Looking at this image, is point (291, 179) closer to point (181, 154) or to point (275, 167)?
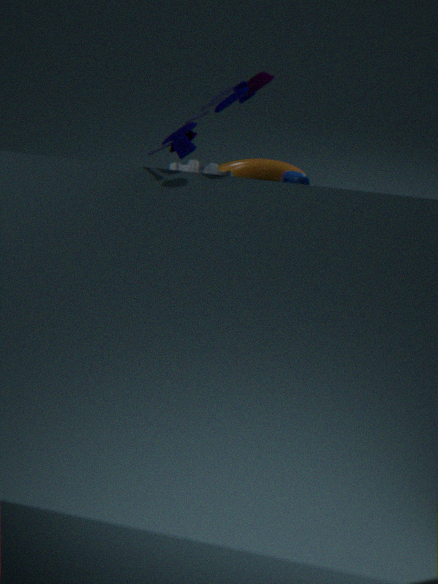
point (181, 154)
